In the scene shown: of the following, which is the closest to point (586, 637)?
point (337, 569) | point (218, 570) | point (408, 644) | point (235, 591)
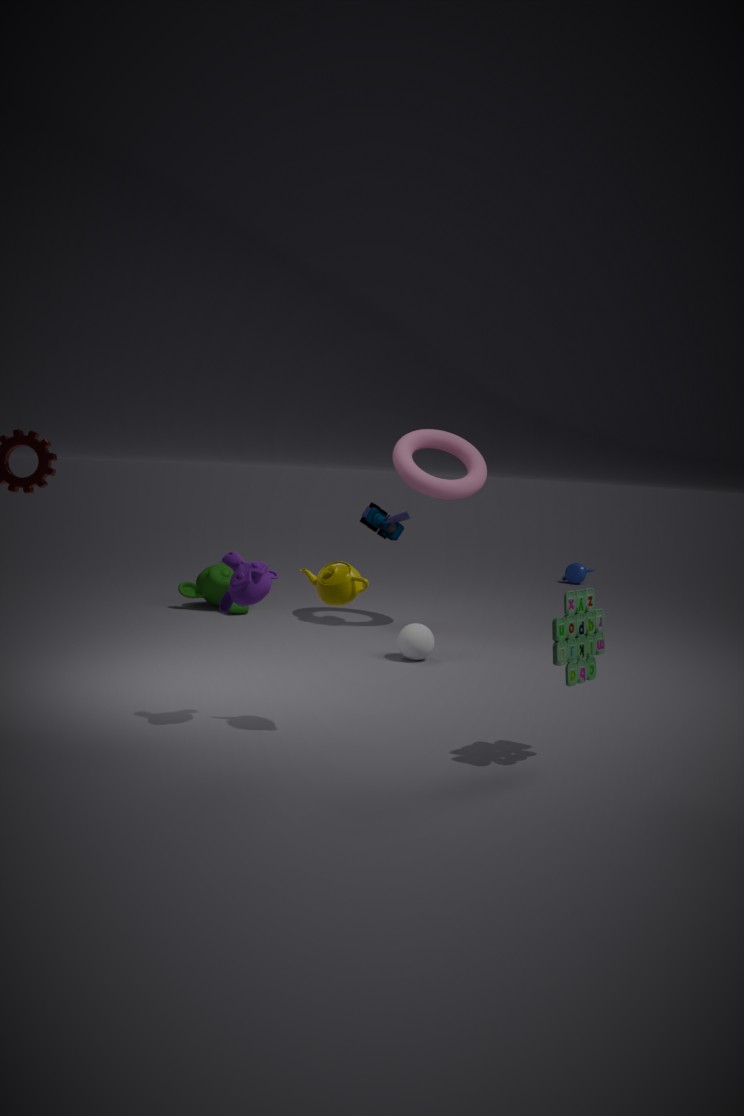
point (337, 569)
